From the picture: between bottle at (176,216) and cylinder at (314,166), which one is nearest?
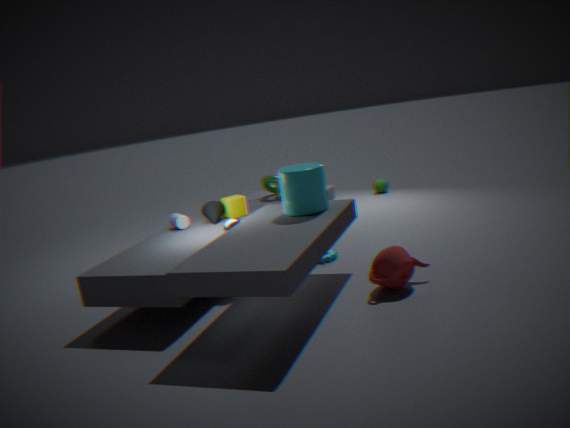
cylinder at (314,166)
